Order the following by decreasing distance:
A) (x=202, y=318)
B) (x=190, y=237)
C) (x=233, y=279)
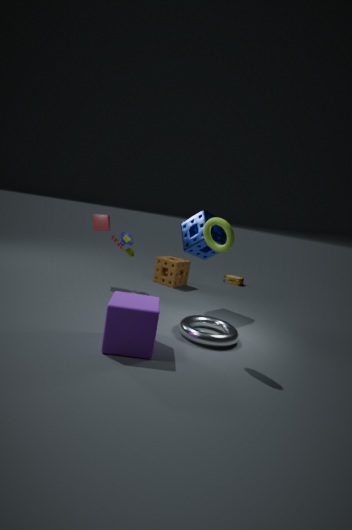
(x=233, y=279) → (x=190, y=237) → (x=202, y=318)
